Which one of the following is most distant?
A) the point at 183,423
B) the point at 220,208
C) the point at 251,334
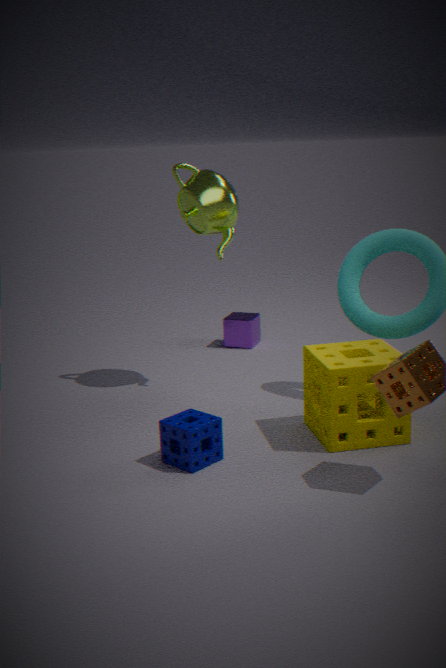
the point at 251,334
